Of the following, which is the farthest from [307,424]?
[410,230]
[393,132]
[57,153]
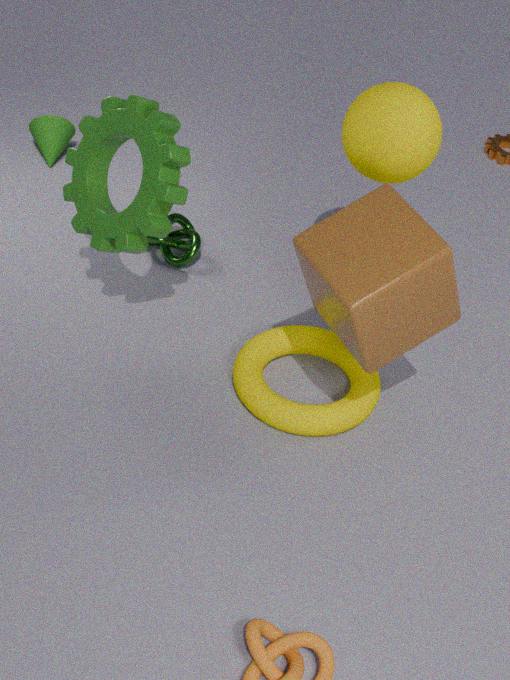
[57,153]
